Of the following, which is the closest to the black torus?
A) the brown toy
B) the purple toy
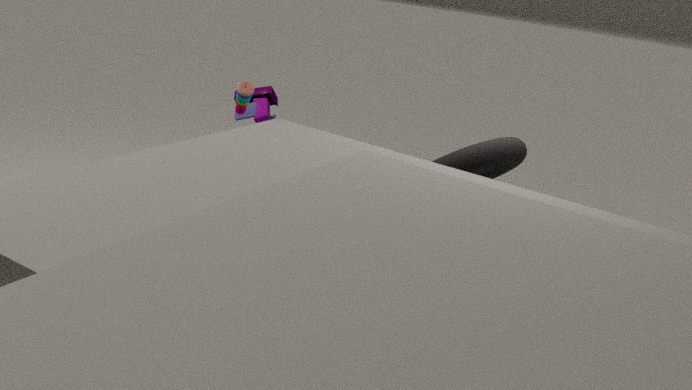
the purple toy
